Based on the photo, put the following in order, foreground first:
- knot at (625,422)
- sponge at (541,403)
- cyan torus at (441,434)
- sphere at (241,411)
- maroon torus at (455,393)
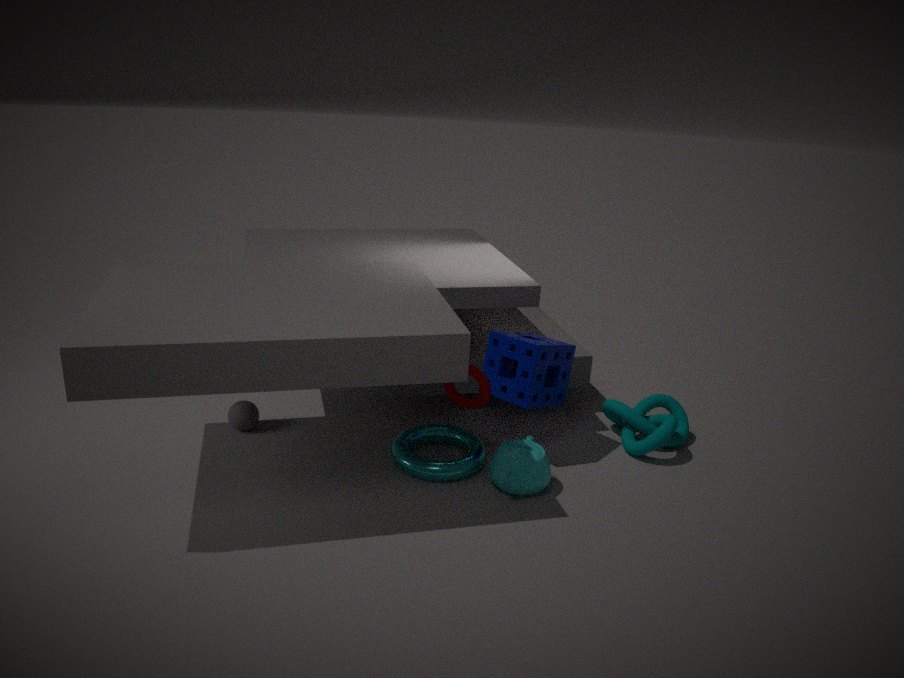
maroon torus at (455,393) → cyan torus at (441,434) → sponge at (541,403) → knot at (625,422) → sphere at (241,411)
